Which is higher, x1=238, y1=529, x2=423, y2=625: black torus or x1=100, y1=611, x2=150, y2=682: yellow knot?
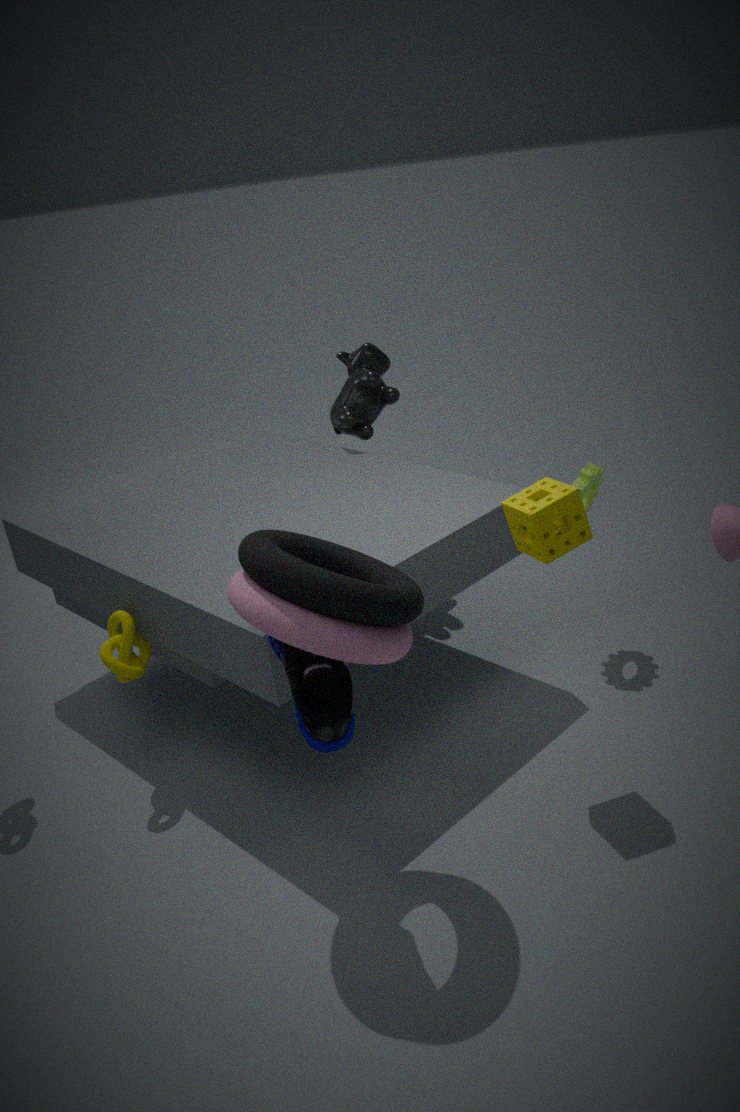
x1=238, y1=529, x2=423, y2=625: black torus
